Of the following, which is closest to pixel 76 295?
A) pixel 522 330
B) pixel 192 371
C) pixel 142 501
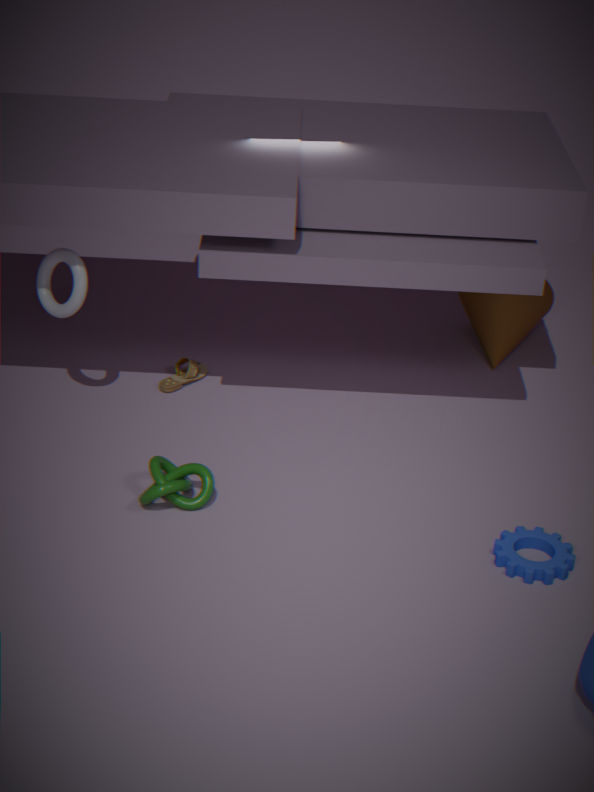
pixel 192 371
